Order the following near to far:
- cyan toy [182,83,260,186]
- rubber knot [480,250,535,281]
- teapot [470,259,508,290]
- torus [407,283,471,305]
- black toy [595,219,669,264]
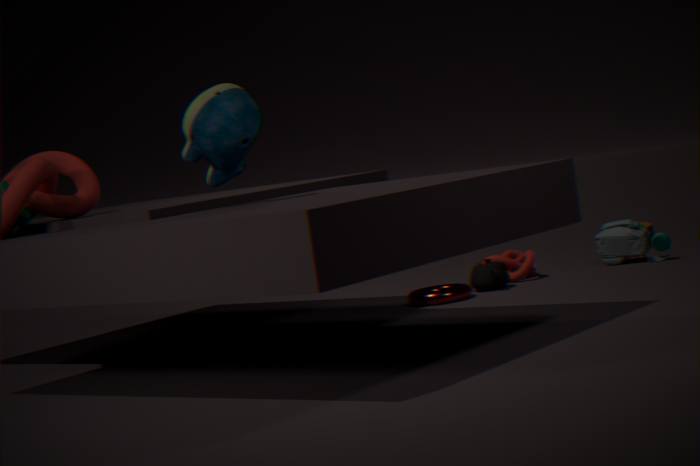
cyan toy [182,83,260,186], torus [407,283,471,305], teapot [470,259,508,290], rubber knot [480,250,535,281], black toy [595,219,669,264]
